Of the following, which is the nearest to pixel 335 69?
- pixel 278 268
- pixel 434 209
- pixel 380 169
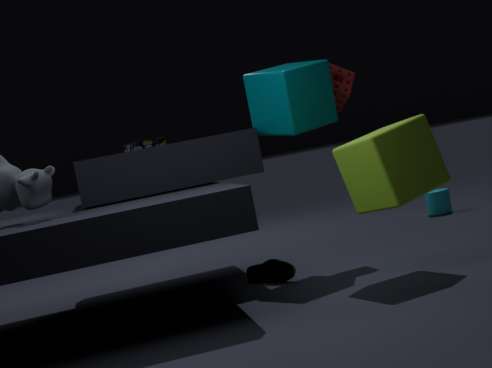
pixel 380 169
